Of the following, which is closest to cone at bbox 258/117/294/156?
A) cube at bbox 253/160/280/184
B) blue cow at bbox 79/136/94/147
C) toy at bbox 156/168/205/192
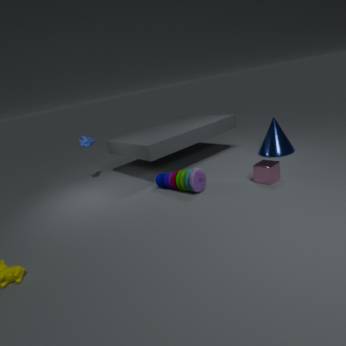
cube at bbox 253/160/280/184
